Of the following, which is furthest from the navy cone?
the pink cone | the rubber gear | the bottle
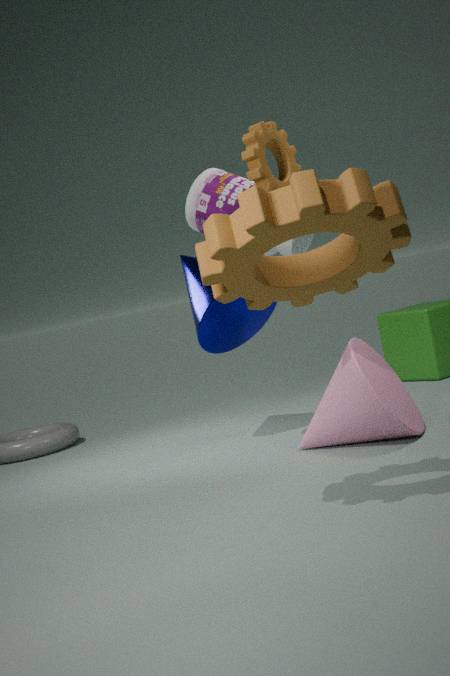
the rubber gear
